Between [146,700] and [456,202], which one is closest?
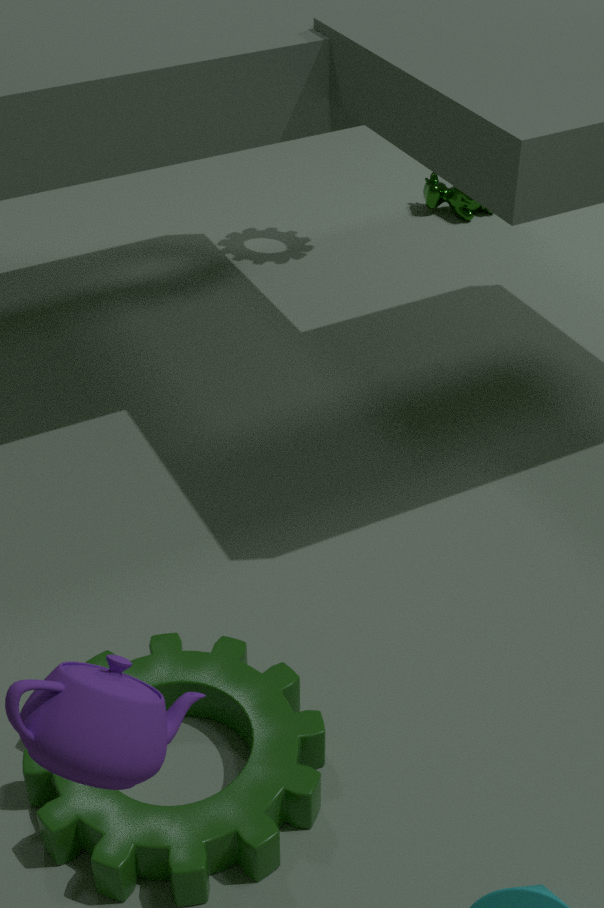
[146,700]
